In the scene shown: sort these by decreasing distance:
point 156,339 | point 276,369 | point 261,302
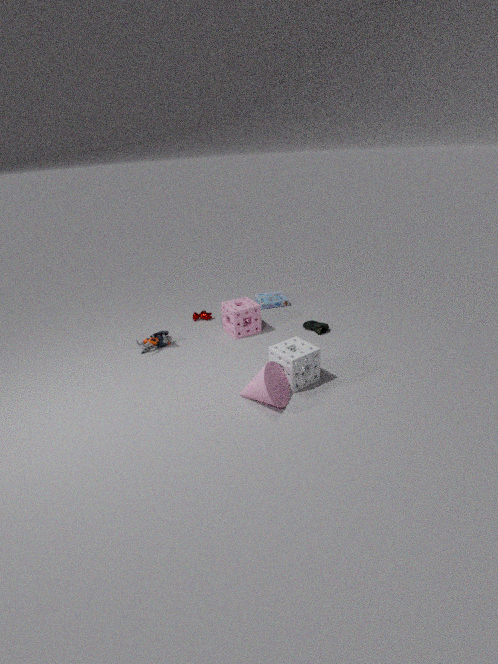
point 261,302 → point 156,339 → point 276,369
